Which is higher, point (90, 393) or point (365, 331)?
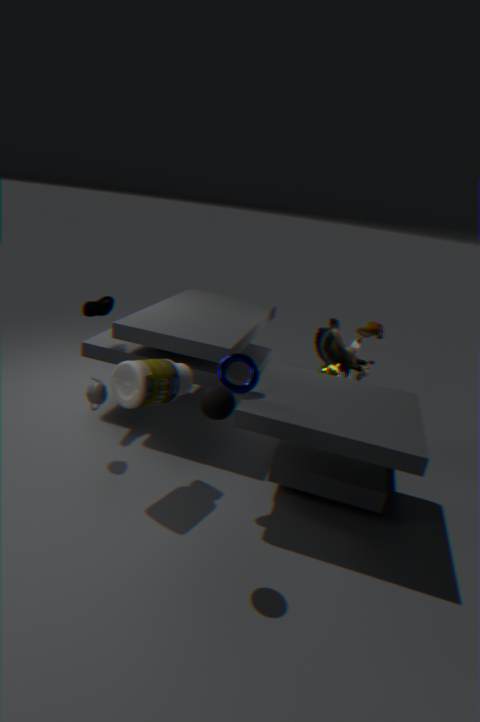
point (365, 331)
